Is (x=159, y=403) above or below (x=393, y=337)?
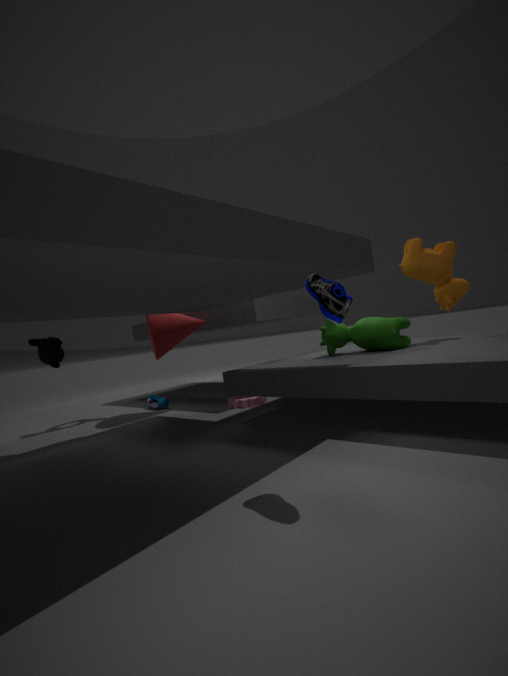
below
